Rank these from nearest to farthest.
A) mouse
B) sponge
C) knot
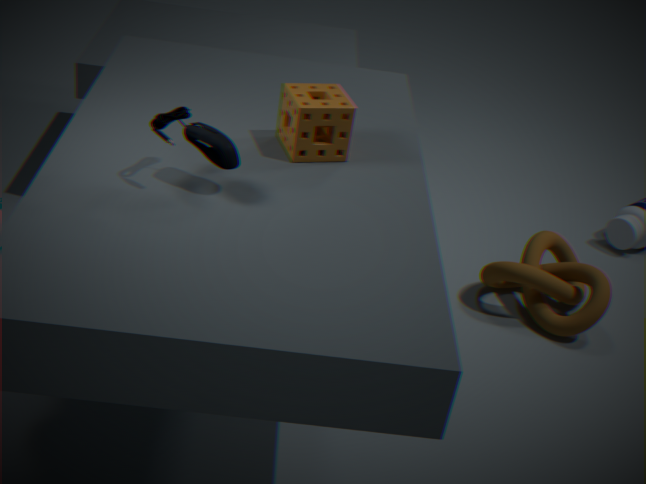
mouse < sponge < knot
